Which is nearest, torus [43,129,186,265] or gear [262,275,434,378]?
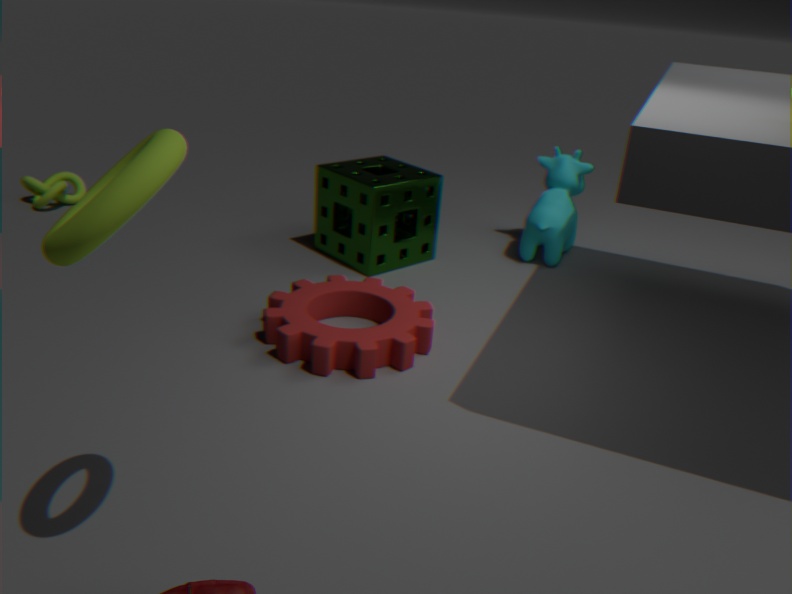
torus [43,129,186,265]
